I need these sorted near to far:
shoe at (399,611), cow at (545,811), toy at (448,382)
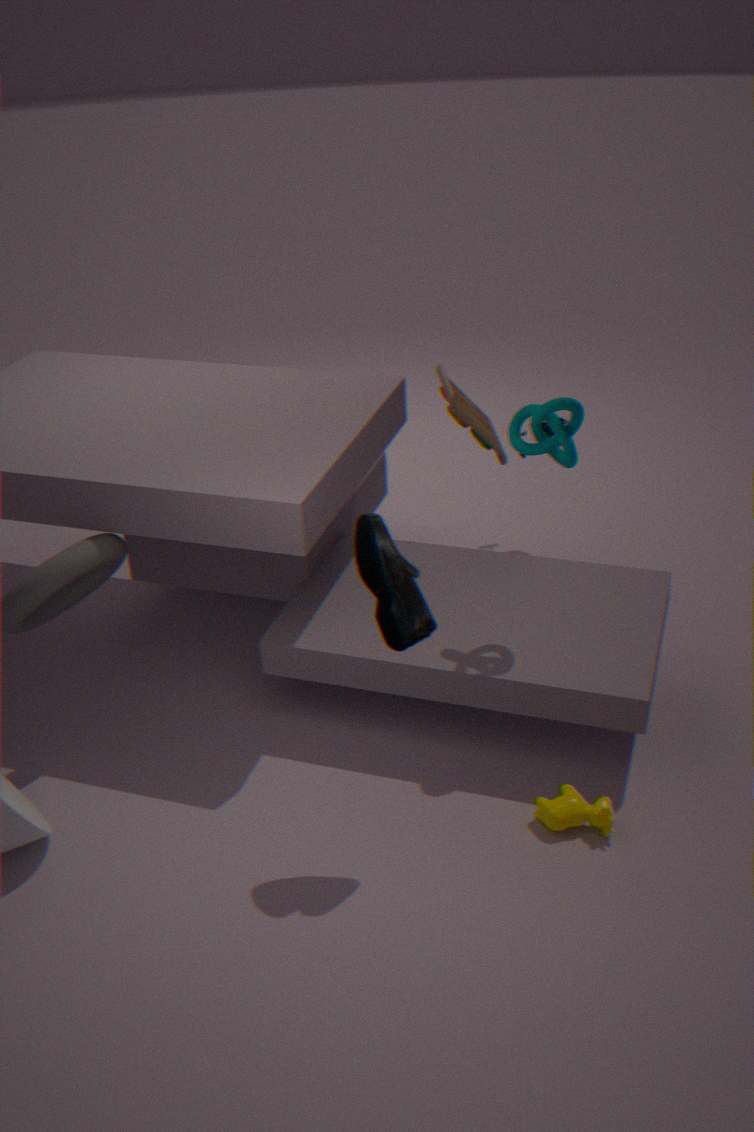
shoe at (399,611) < cow at (545,811) < toy at (448,382)
